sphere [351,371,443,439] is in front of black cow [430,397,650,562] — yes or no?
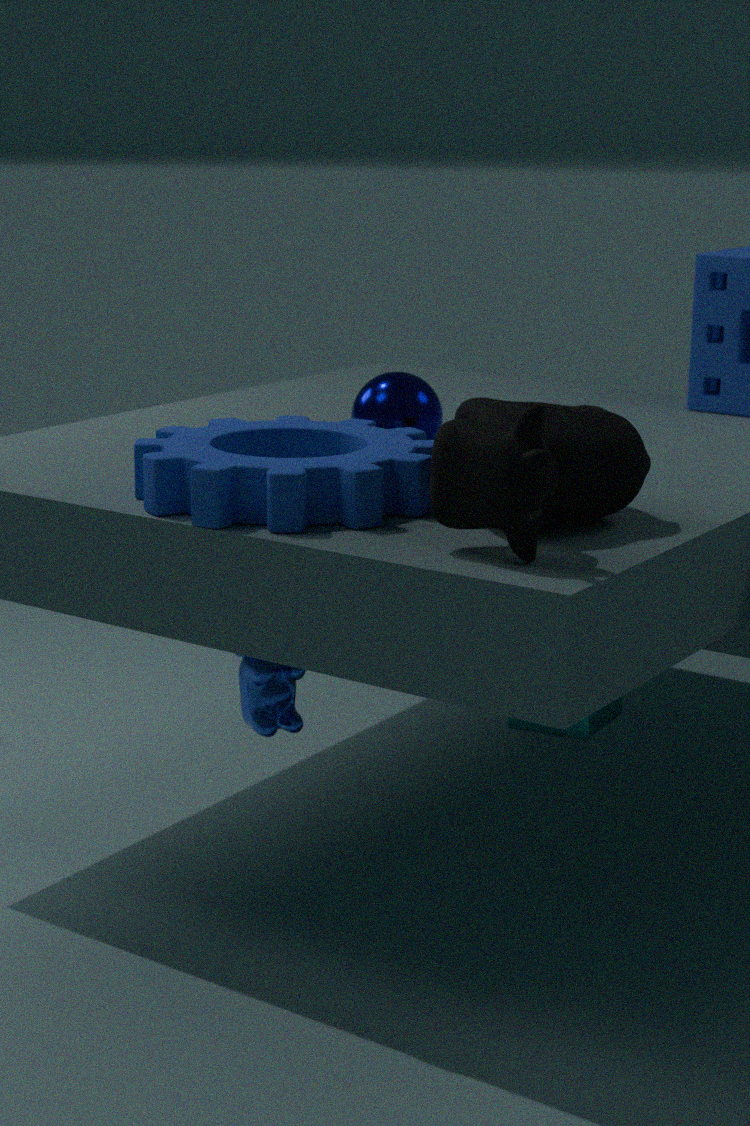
No
